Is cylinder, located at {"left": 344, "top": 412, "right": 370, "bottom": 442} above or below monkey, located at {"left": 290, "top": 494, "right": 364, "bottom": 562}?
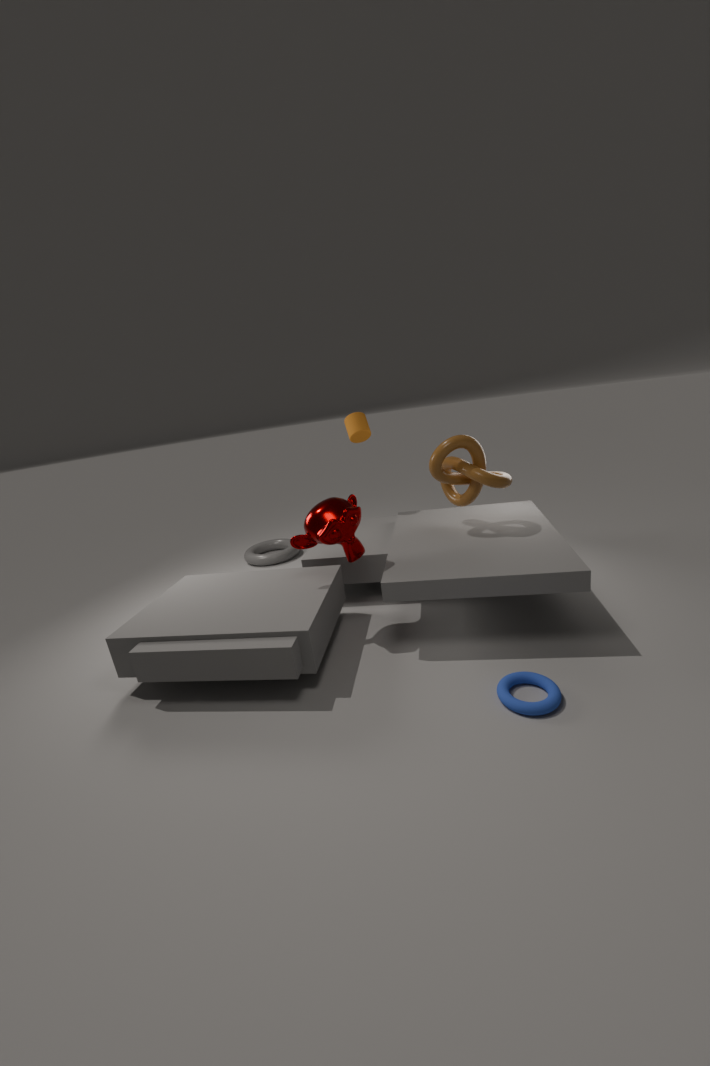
above
